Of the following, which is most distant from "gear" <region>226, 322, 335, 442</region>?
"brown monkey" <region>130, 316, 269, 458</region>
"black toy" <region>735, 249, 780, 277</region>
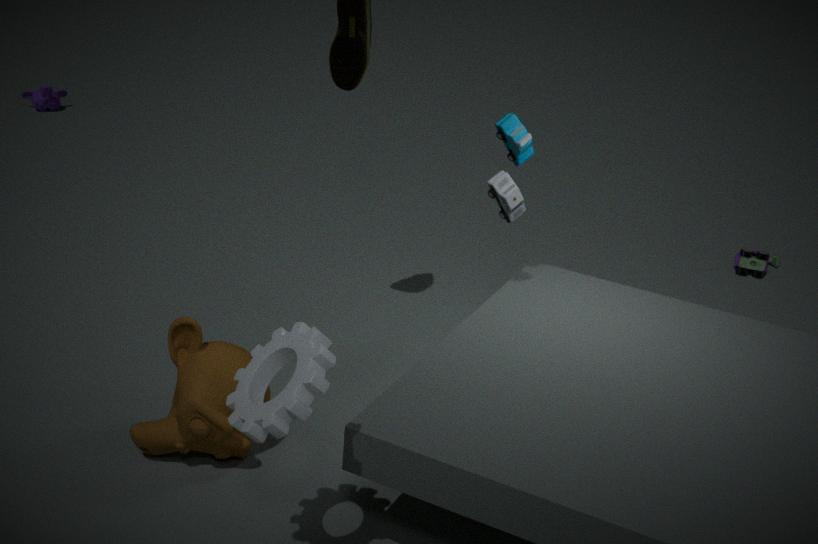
"black toy" <region>735, 249, 780, 277</region>
